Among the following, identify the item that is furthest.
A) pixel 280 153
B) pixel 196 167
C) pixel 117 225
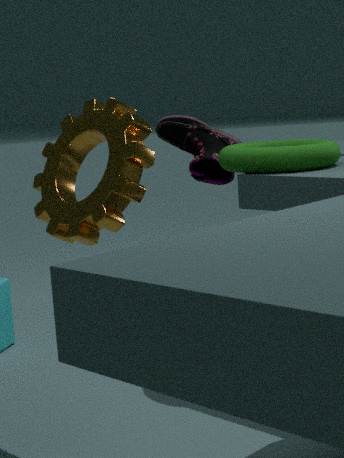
pixel 196 167
